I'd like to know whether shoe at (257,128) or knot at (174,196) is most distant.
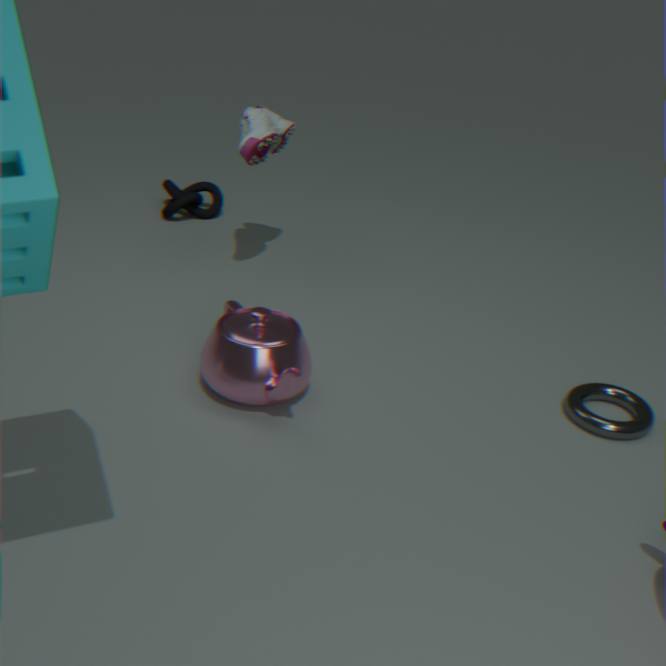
knot at (174,196)
